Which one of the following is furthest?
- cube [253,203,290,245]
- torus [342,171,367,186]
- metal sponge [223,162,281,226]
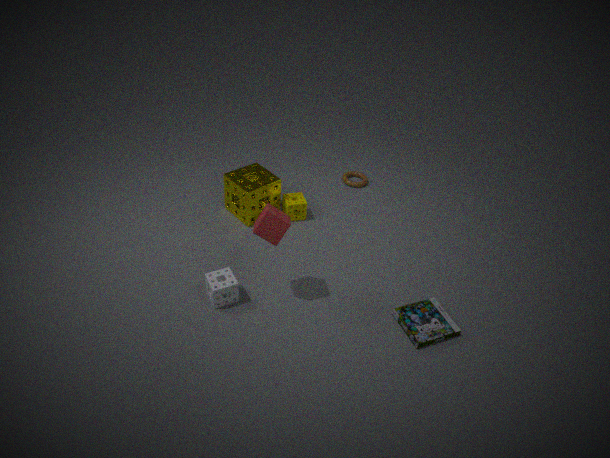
torus [342,171,367,186]
